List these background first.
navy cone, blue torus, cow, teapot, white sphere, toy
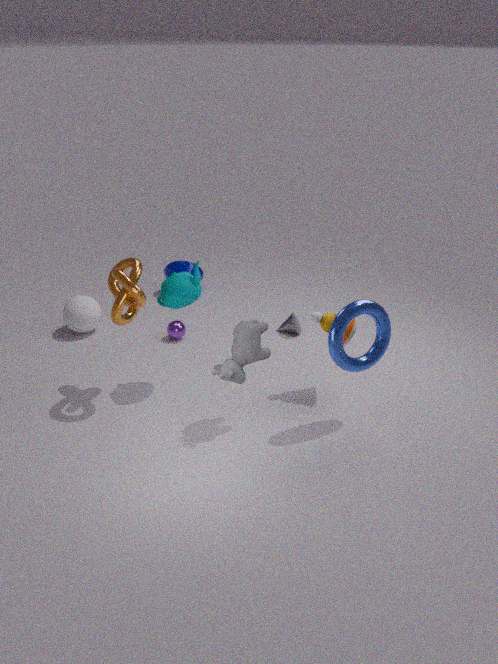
navy cone
white sphere
toy
teapot
cow
blue torus
